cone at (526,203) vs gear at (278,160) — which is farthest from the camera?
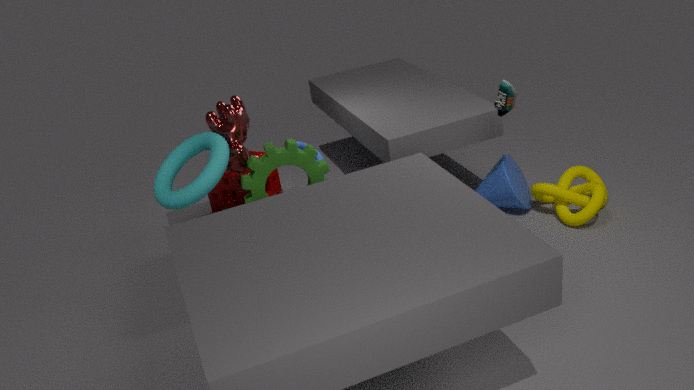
cone at (526,203)
